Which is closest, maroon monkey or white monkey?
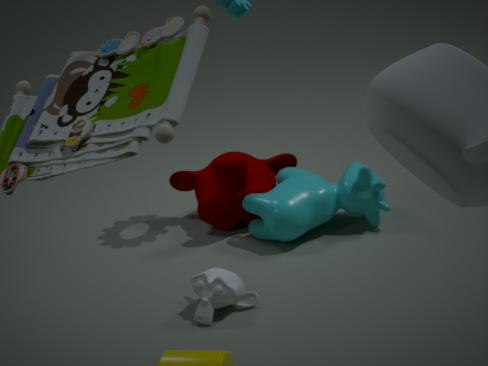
white monkey
